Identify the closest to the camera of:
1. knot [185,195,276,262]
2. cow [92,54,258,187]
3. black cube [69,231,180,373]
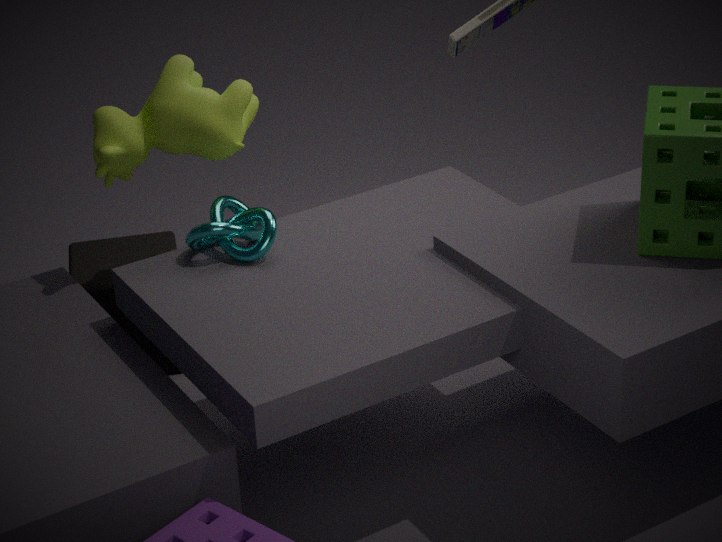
knot [185,195,276,262]
